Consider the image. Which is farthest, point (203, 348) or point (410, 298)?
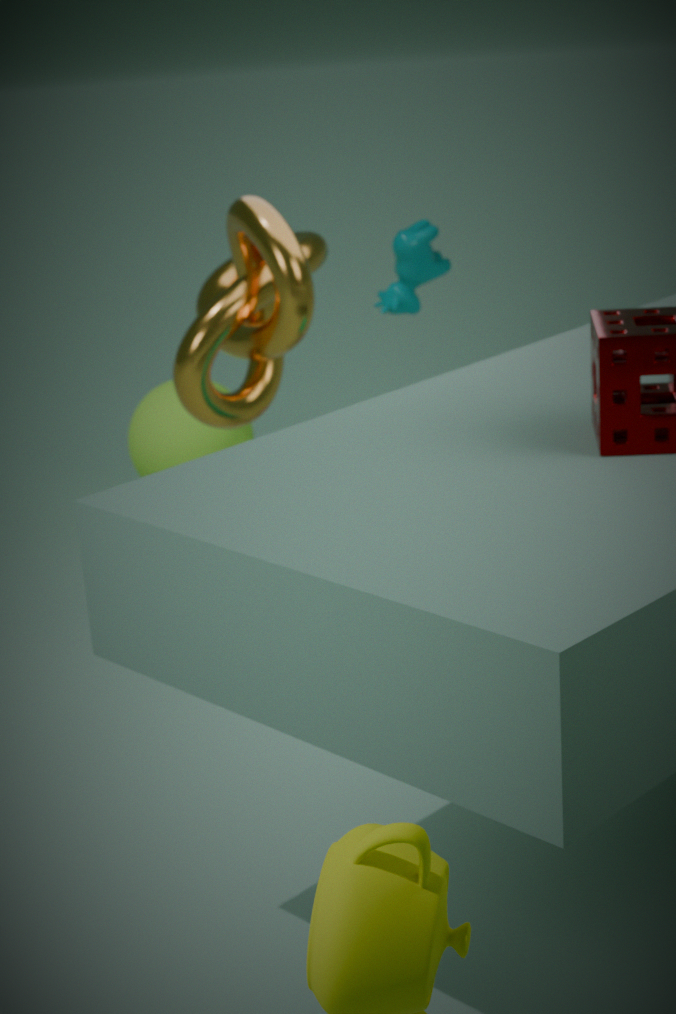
point (410, 298)
